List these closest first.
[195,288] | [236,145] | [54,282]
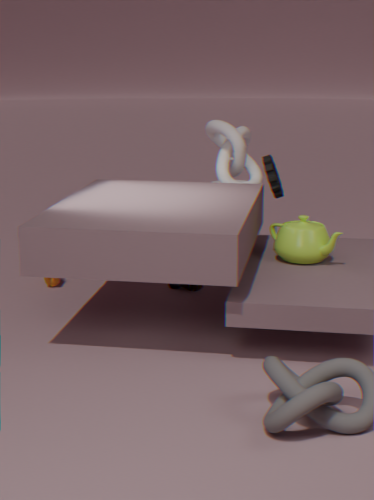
[236,145] → [195,288] → [54,282]
